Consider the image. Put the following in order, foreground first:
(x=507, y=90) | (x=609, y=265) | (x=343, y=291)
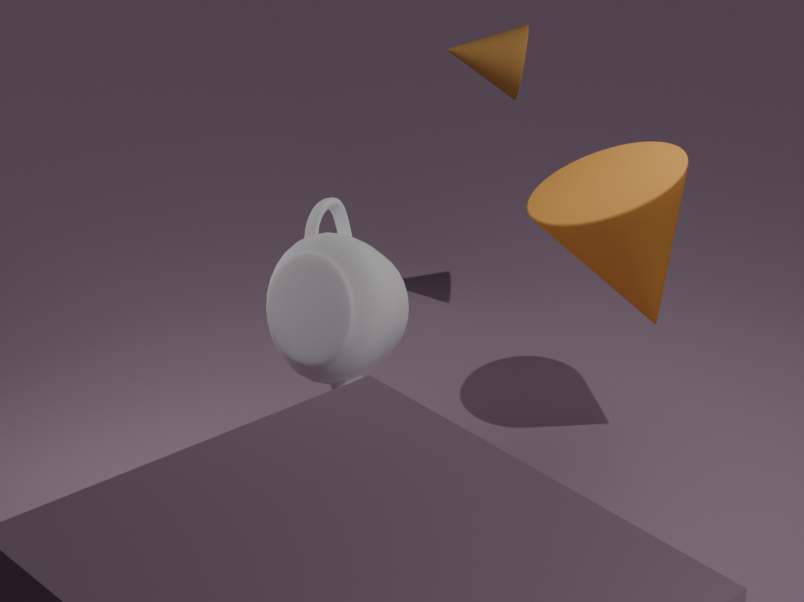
(x=343, y=291)
(x=609, y=265)
(x=507, y=90)
